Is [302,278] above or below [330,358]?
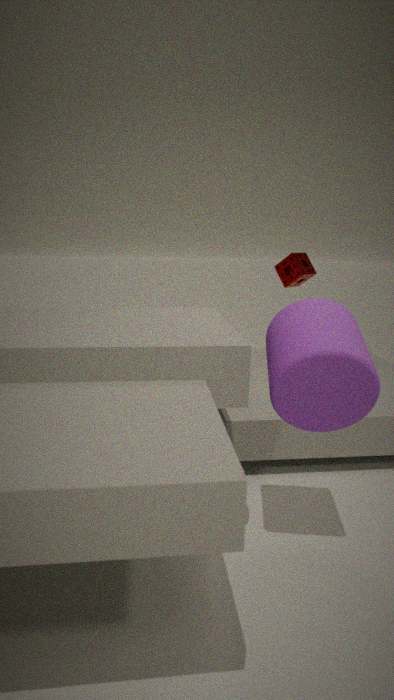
above
